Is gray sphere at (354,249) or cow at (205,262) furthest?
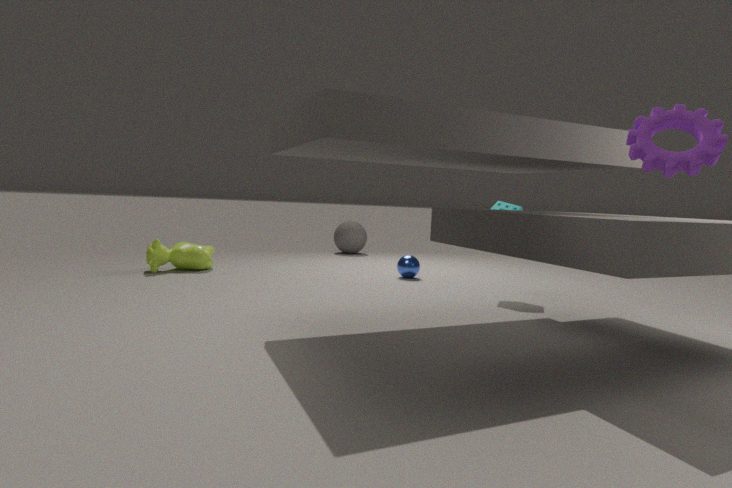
gray sphere at (354,249)
